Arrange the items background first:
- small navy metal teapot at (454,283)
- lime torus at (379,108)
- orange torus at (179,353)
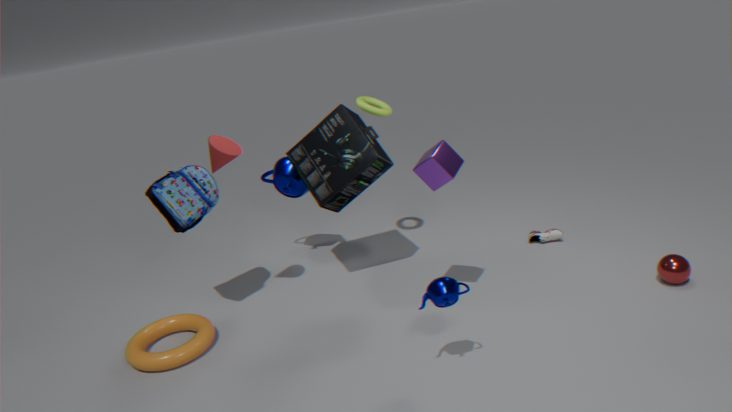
lime torus at (379,108)
orange torus at (179,353)
small navy metal teapot at (454,283)
